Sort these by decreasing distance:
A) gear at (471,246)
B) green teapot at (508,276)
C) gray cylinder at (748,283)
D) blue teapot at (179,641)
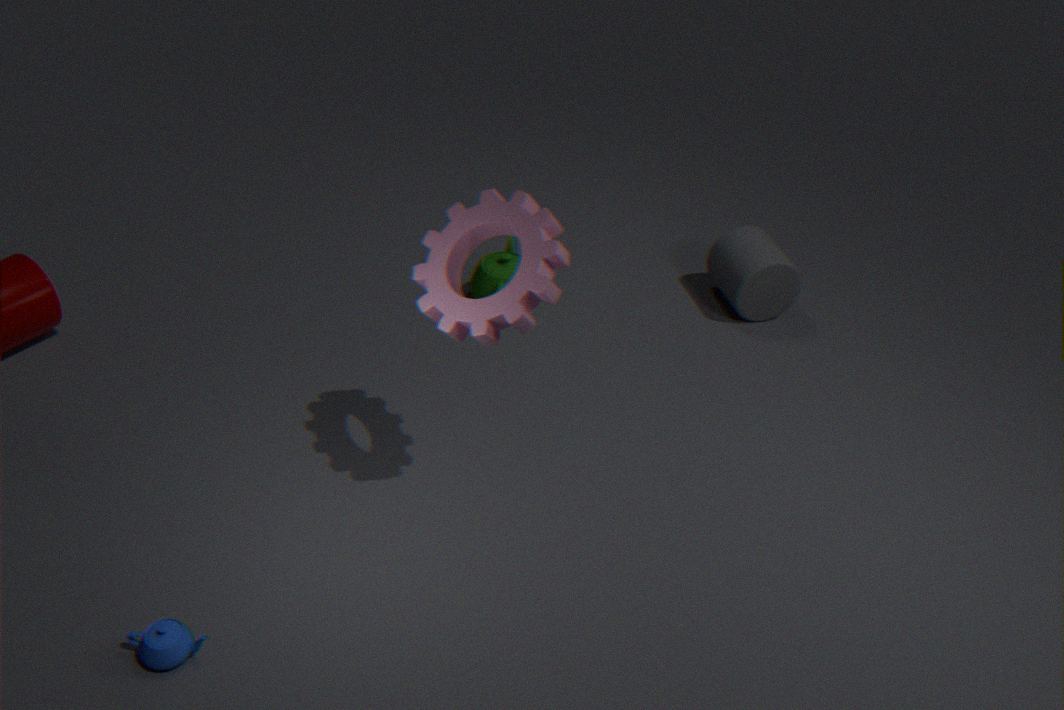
gray cylinder at (748,283) → green teapot at (508,276) → gear at (471,246) → blue teapot at (179,641)
